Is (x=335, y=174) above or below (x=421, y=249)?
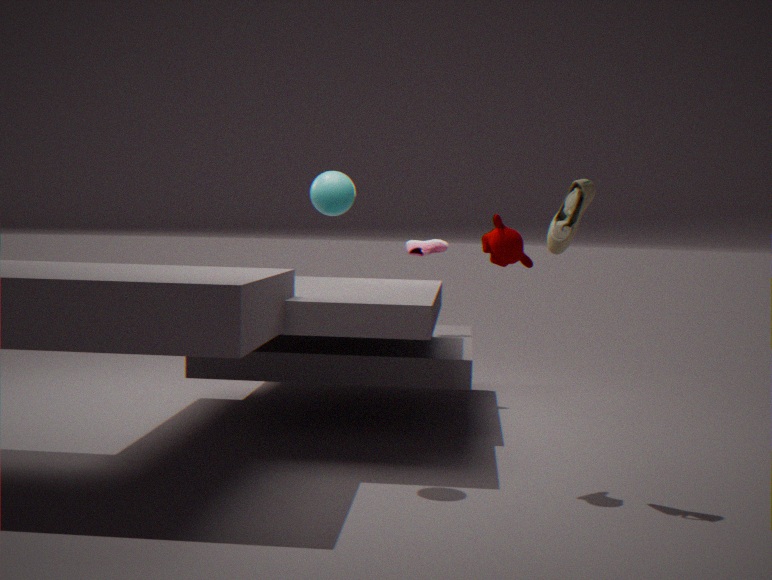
above
